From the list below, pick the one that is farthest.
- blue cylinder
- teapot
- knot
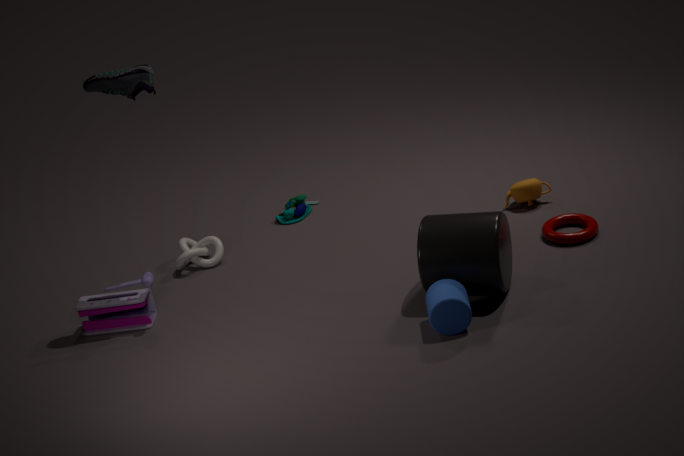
knot
